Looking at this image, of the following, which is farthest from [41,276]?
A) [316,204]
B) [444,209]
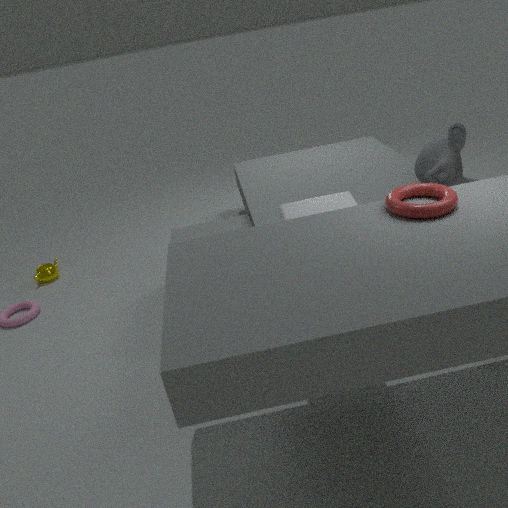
[444,209]
